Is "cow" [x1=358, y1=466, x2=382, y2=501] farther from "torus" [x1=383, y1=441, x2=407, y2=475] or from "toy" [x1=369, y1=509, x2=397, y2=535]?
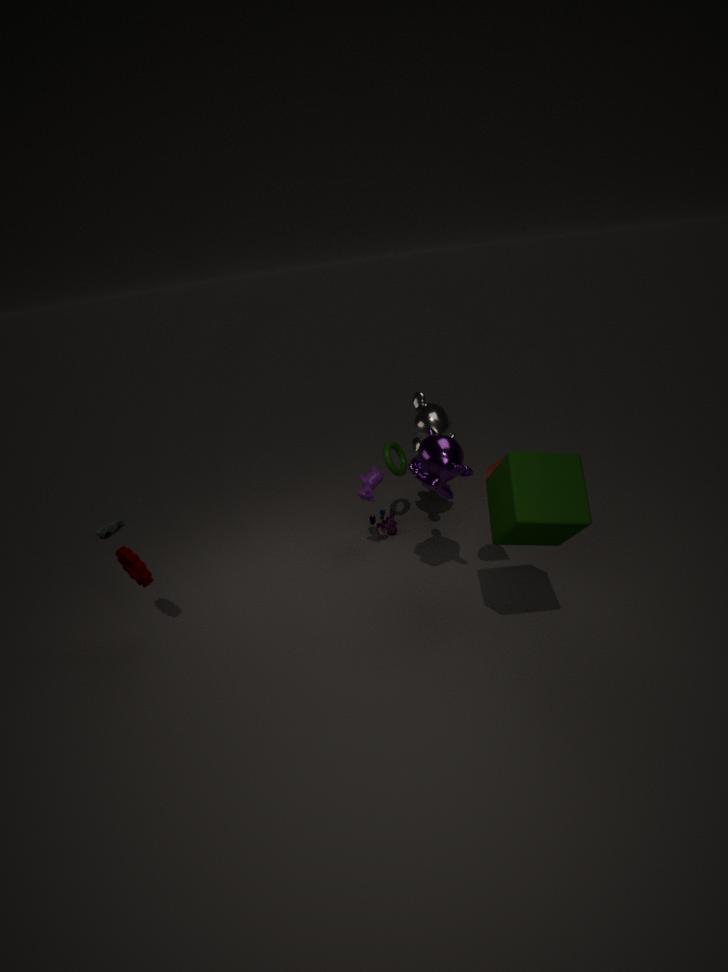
"toy" [x1=369, y1=509, x2=397, y2=535]
